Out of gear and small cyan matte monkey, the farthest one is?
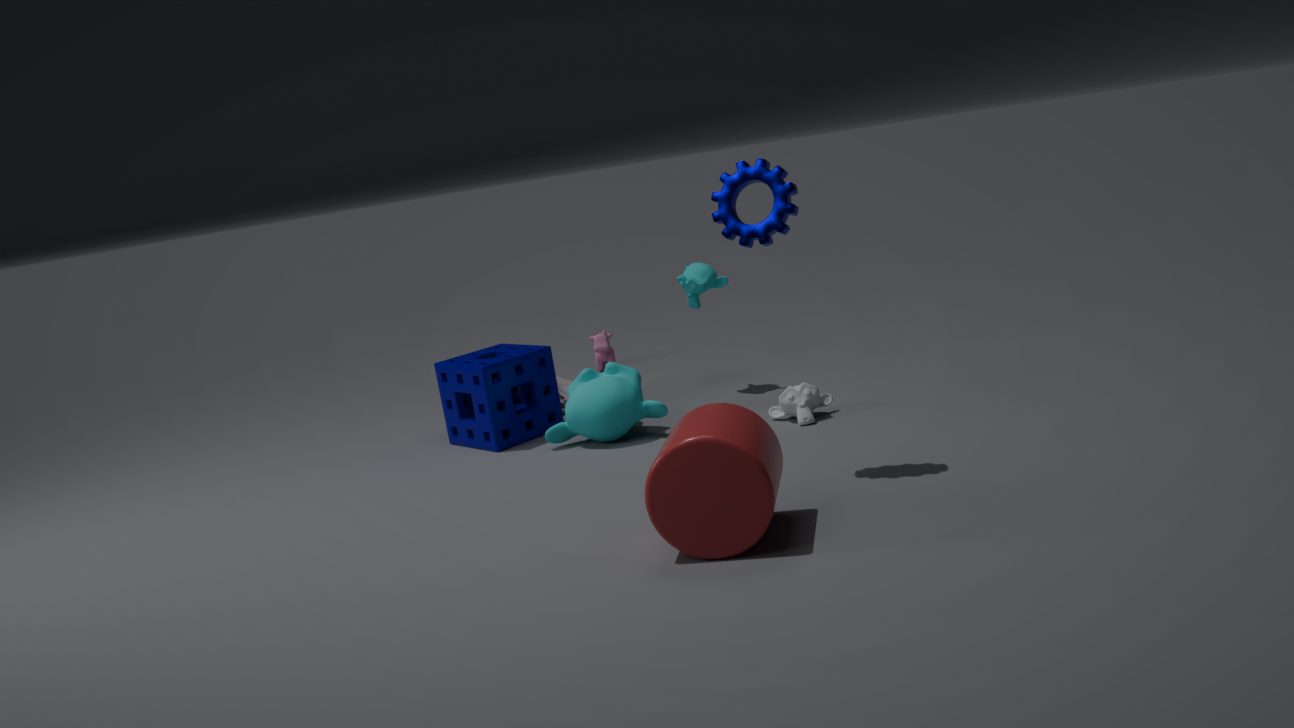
small cyan matte monkey
